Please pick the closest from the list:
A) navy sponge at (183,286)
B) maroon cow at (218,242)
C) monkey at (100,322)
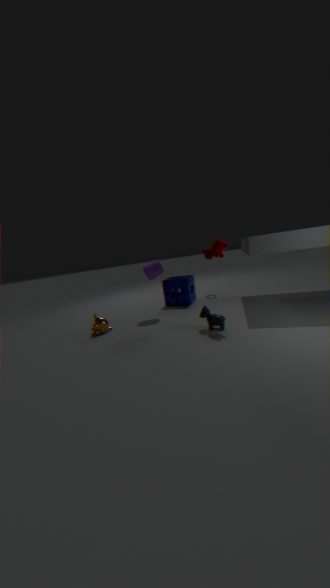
maroon cow at (218,242)
